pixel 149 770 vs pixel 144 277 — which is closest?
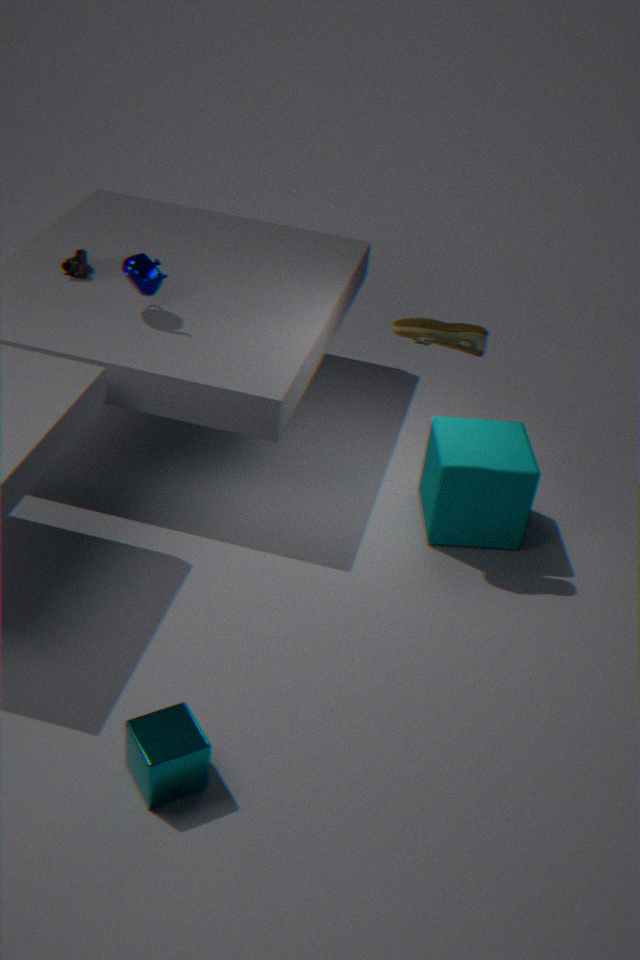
pixel 149 770
